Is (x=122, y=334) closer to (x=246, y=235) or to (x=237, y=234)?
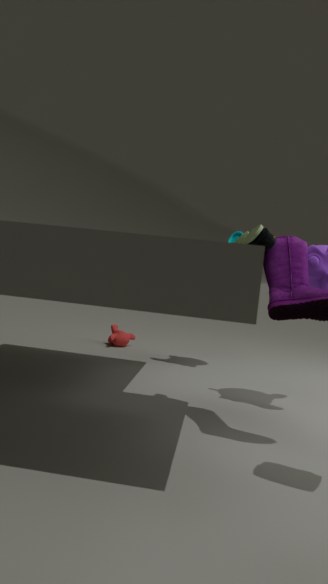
(x=237, y=234)
